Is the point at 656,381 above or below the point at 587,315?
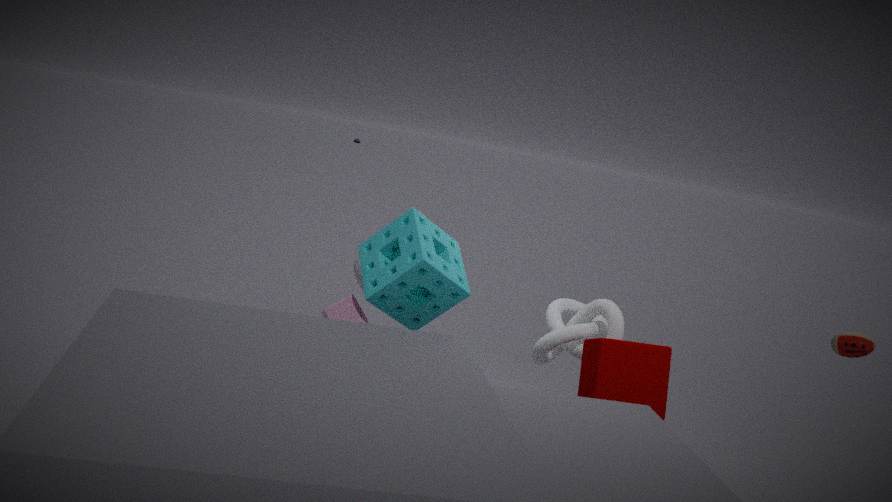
below
